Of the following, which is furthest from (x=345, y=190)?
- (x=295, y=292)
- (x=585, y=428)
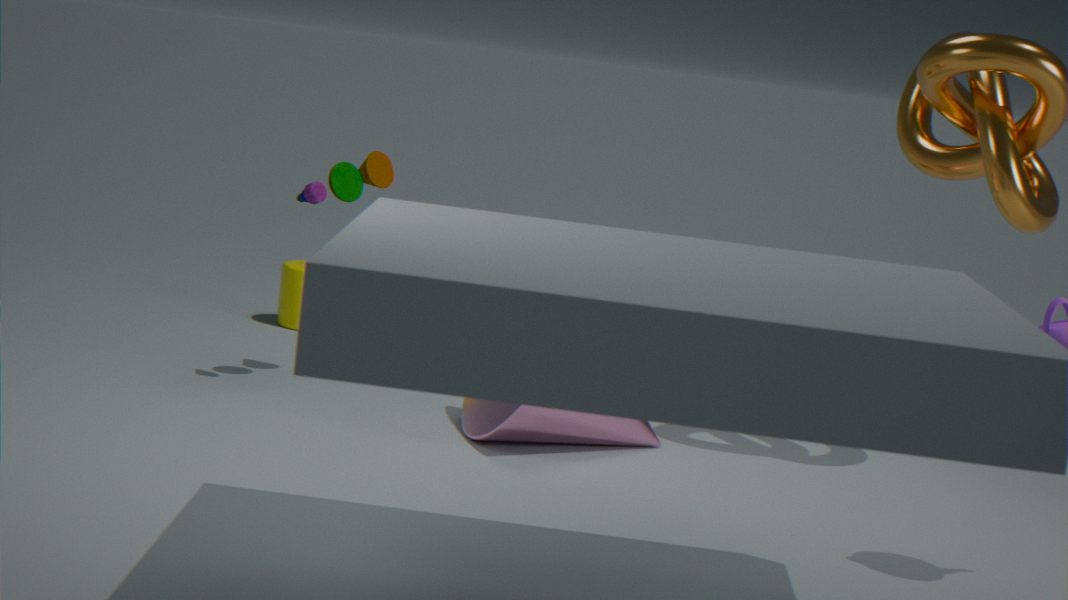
(x=295, y=292)
